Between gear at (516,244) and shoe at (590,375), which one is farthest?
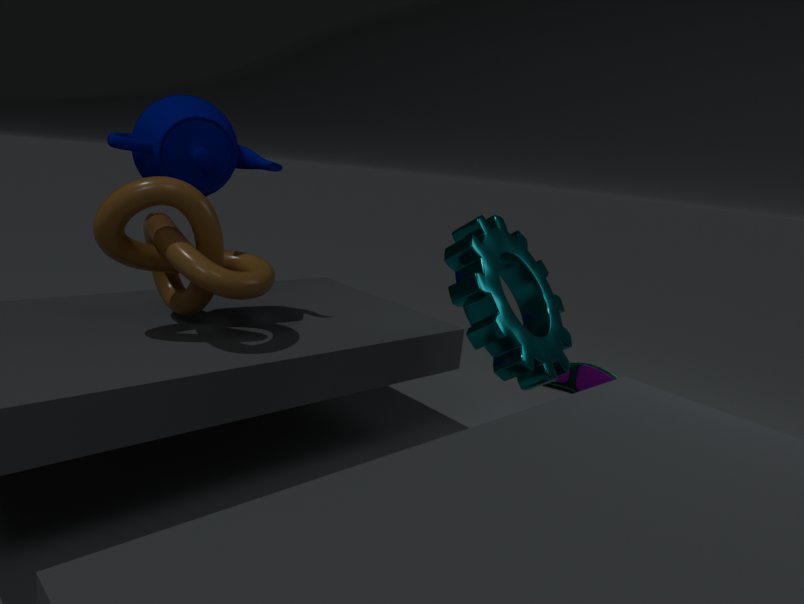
shoe at (590,375)
